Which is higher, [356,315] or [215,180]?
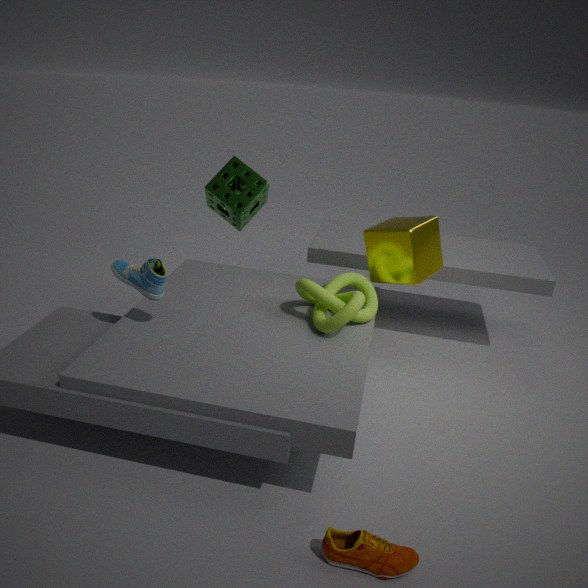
[215,180]
